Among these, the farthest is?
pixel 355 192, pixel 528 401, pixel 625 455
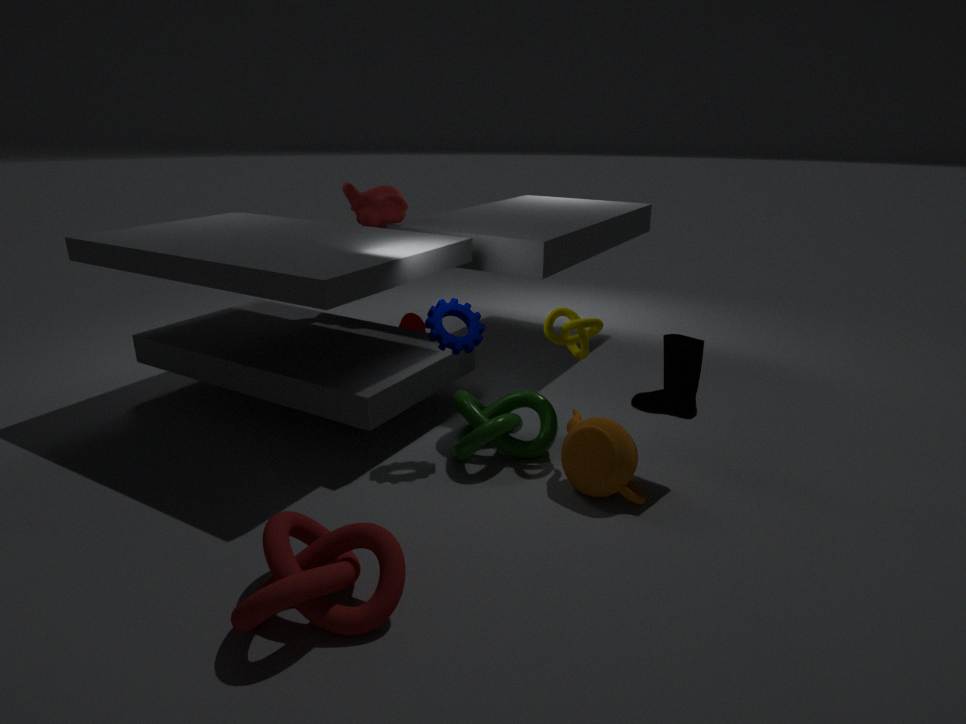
pixel 355 192
